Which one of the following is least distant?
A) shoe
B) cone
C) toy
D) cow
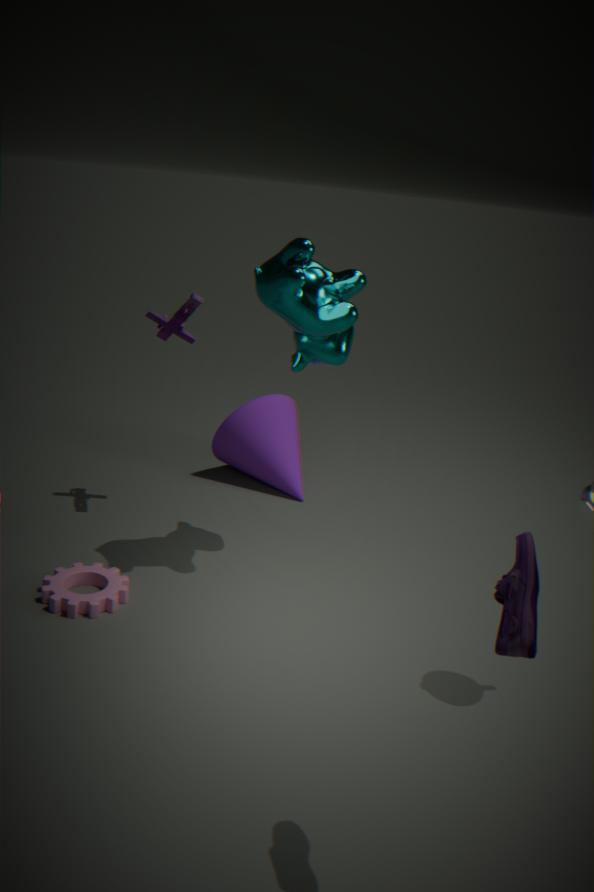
shoe
